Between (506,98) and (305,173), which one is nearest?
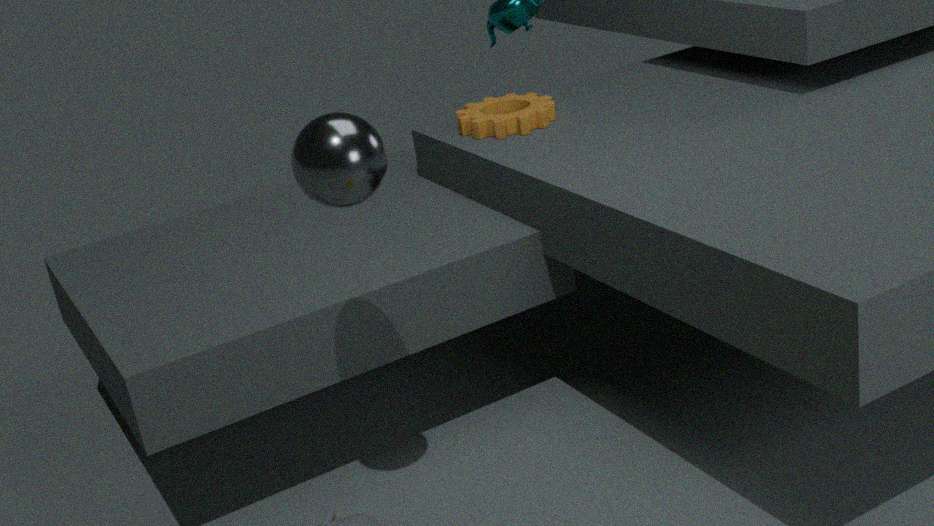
(305,173)
